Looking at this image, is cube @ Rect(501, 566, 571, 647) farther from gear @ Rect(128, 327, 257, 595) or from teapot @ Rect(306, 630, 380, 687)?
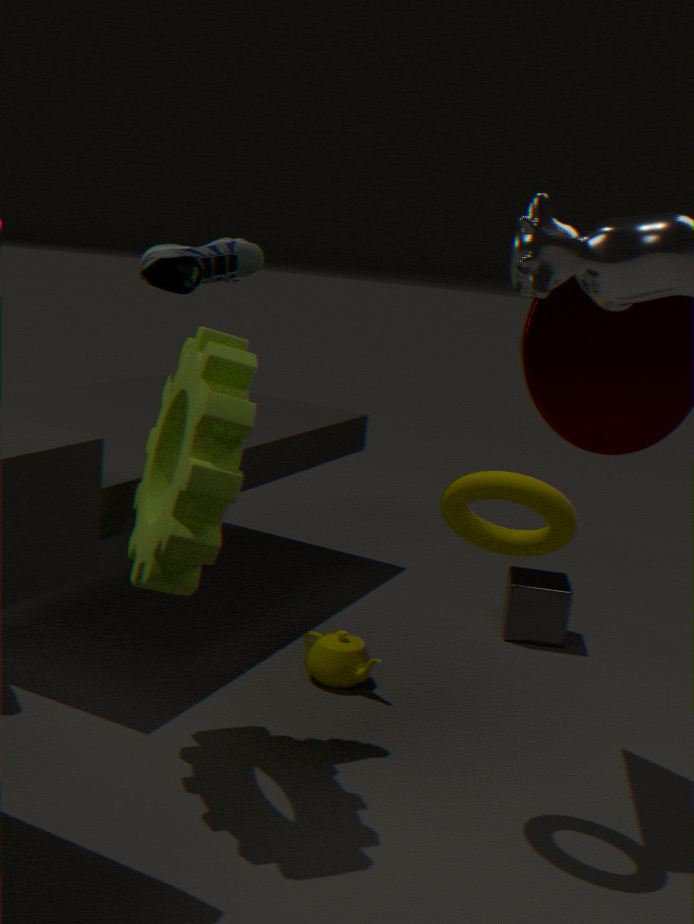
gear @ Rect(128, 327, 257, 595)
